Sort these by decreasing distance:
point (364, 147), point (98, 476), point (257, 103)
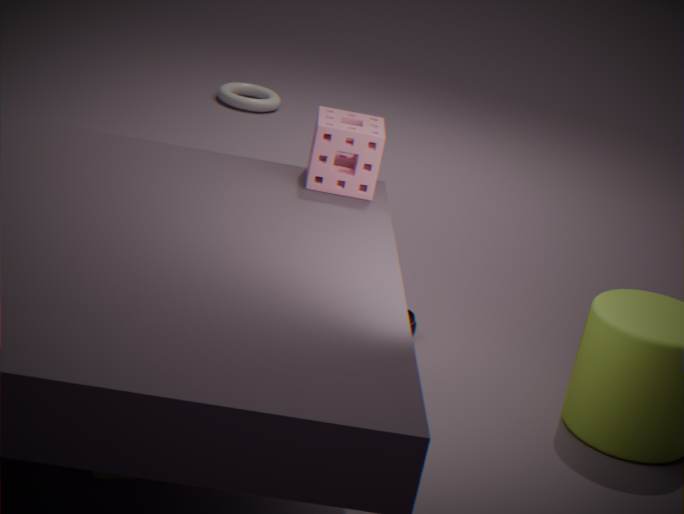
point (257, 103) → point (364, 147) → point (98, 476)
